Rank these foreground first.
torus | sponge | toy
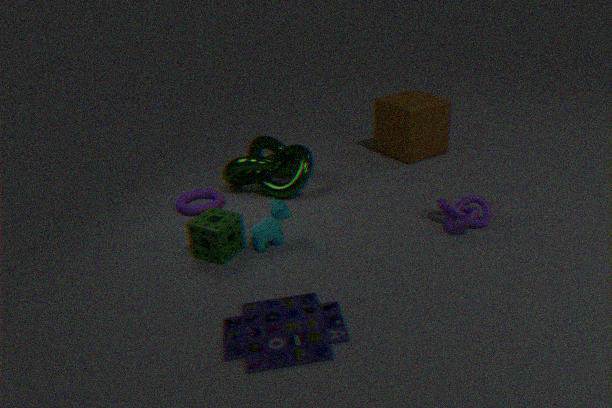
toy, sponge, torus
